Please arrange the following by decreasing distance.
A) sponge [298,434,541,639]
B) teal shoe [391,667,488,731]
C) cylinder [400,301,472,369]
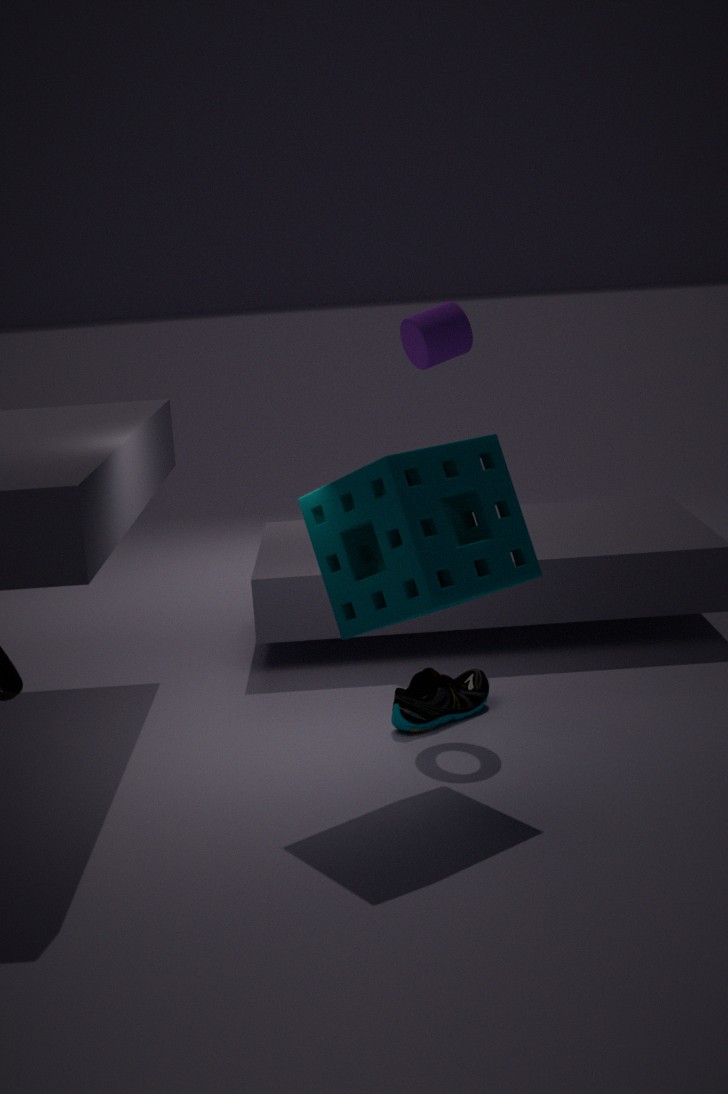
1. C. cylinder [400,301,472,369]
2. B. teal shoe [391,667,488,731]
3. A. sponge [298,434,541,639]
